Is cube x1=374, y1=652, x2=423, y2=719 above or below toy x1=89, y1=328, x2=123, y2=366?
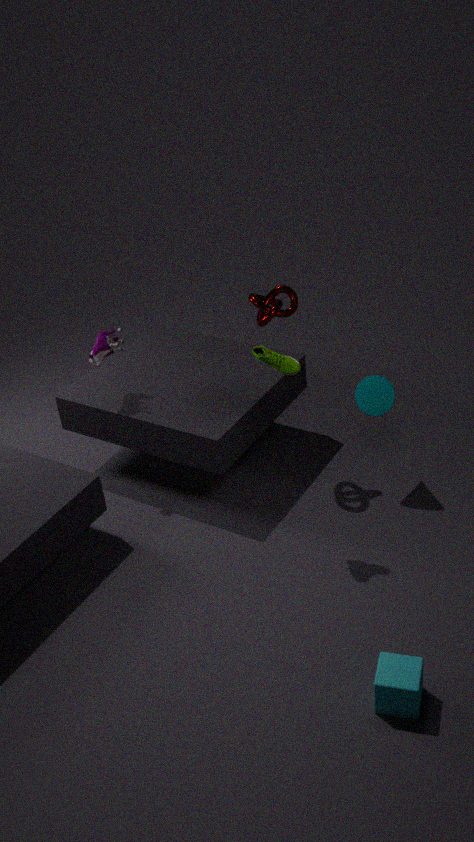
below
